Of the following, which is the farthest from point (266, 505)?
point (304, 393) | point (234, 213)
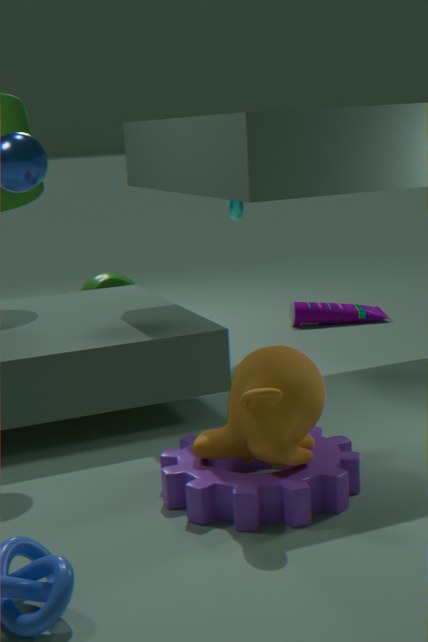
point (234, 213)
